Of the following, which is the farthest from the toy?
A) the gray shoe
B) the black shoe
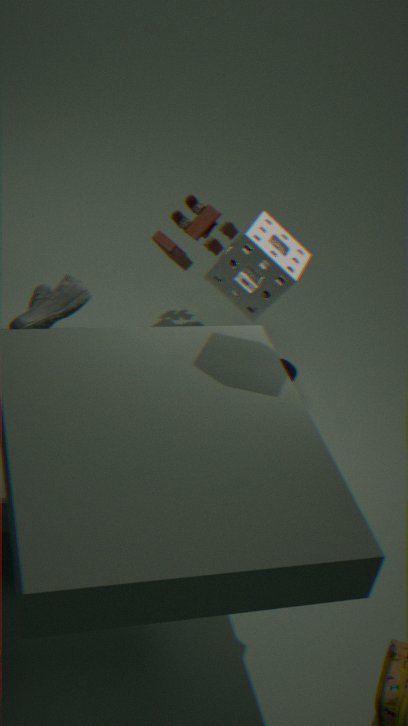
the gray shoe
